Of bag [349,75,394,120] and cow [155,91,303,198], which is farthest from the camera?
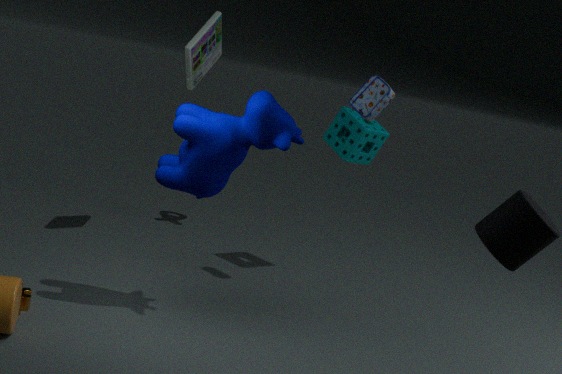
bag [349,75,394,120]
